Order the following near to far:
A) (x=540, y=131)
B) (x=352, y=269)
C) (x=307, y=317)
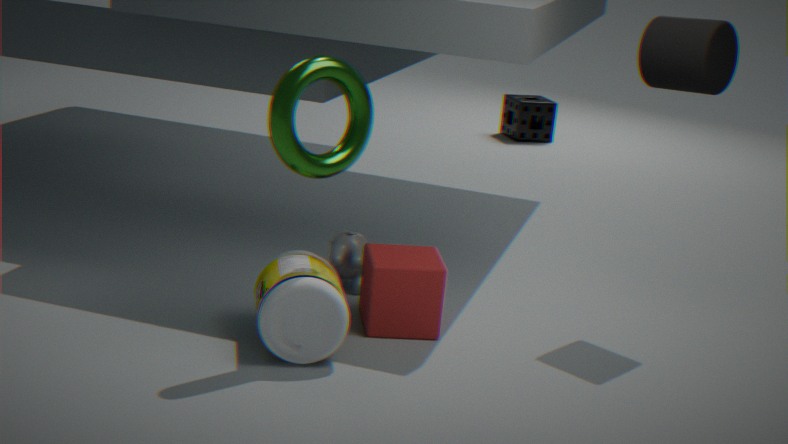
(x=307, y=317), (x=352, y=269), (x=540, y=131)
